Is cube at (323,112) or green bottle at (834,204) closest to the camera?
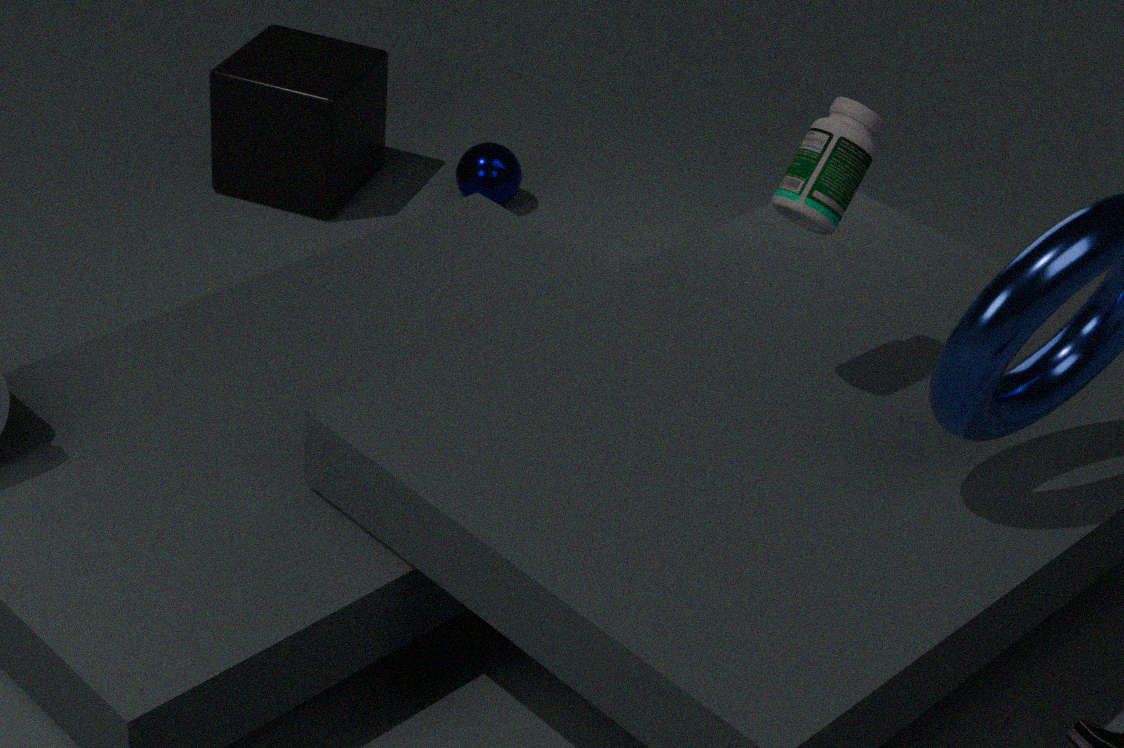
green bottle at (834,204)
